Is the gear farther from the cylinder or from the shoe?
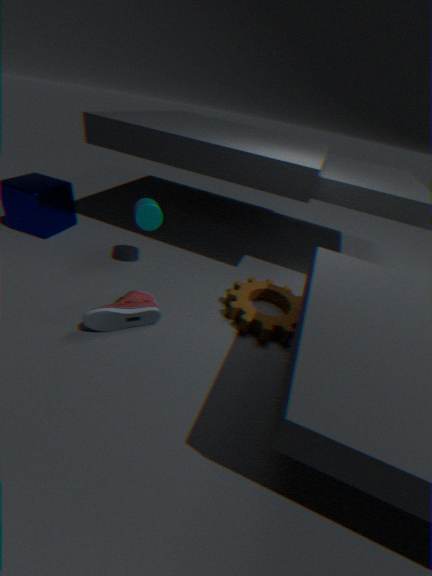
the cylinder
